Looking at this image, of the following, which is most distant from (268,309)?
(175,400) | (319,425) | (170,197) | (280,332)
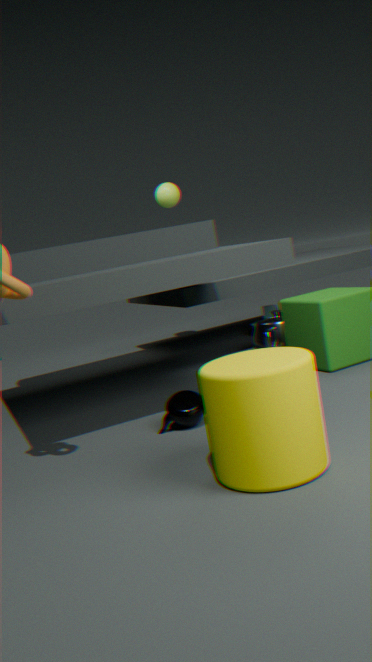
(319,425)
